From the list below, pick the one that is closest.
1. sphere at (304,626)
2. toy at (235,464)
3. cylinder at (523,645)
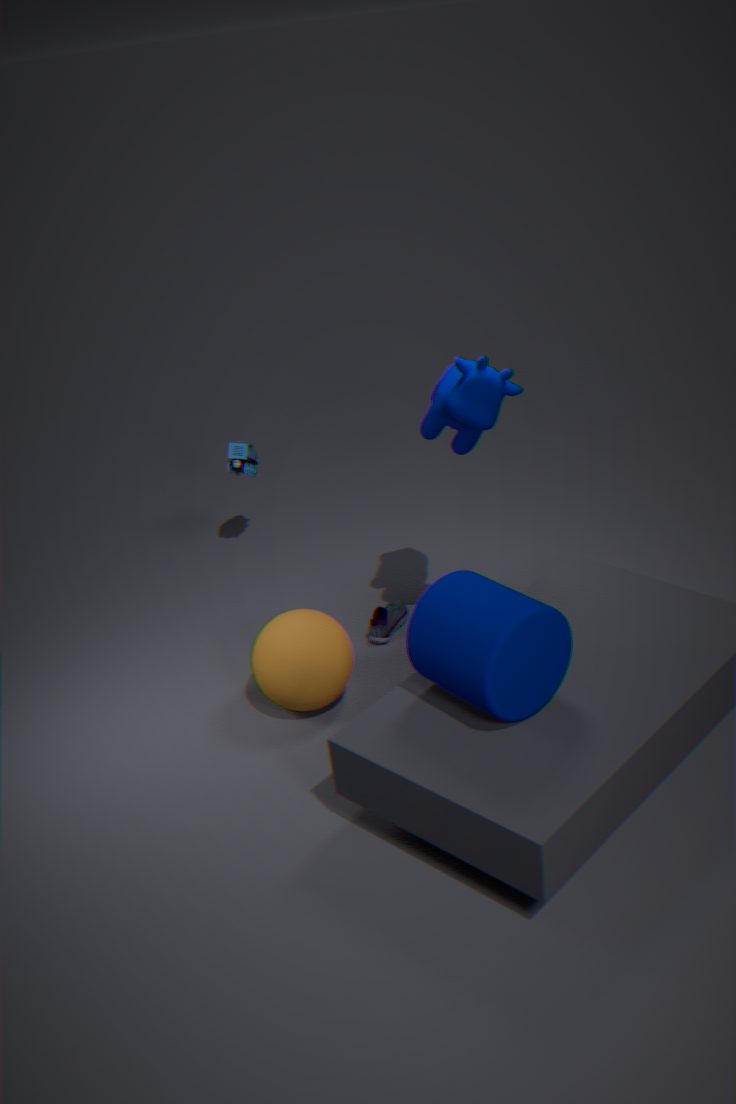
cylinder at (523,645)
